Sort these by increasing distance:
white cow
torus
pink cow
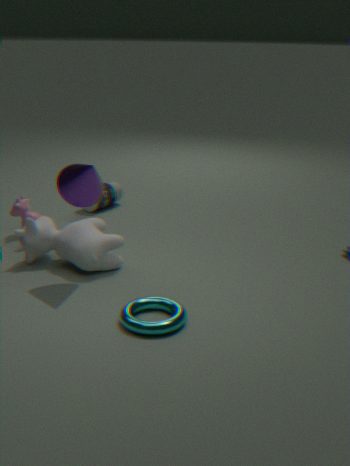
torus < white cow < pink cow
